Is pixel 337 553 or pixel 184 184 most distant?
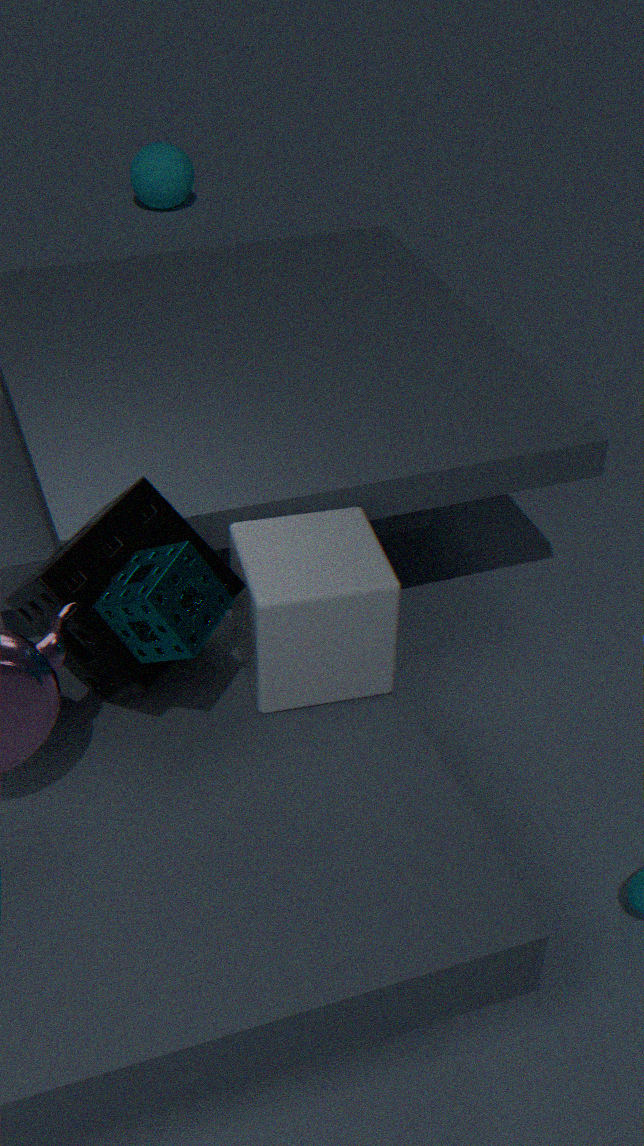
pixel 184 184
